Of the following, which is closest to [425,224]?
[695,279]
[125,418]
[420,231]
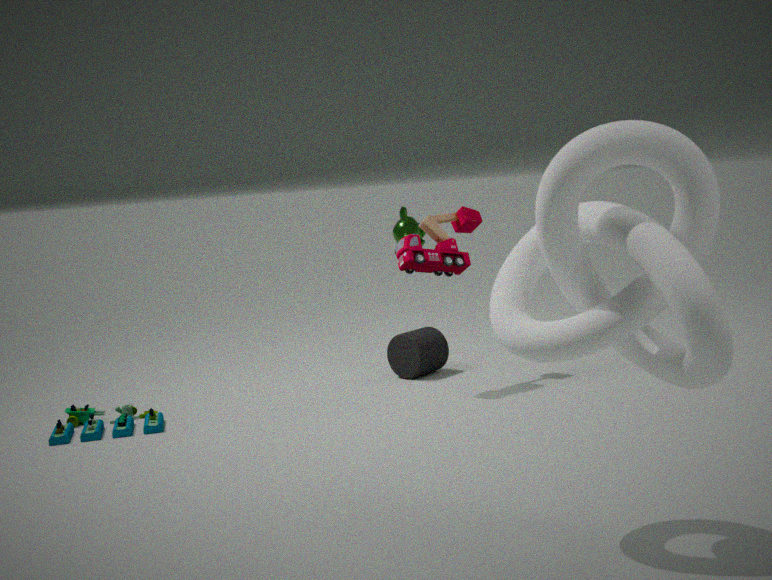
[125,418]
